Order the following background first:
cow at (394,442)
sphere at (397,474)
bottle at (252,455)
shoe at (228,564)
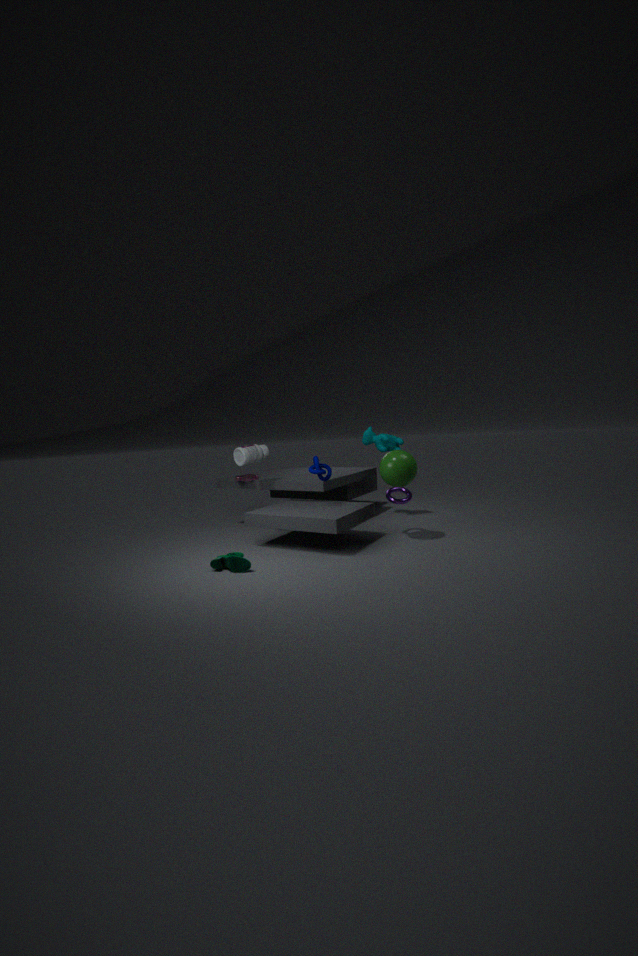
cow at (394,442), bottle at (252,455), sphere at (397,474), shoe at (228,564)
